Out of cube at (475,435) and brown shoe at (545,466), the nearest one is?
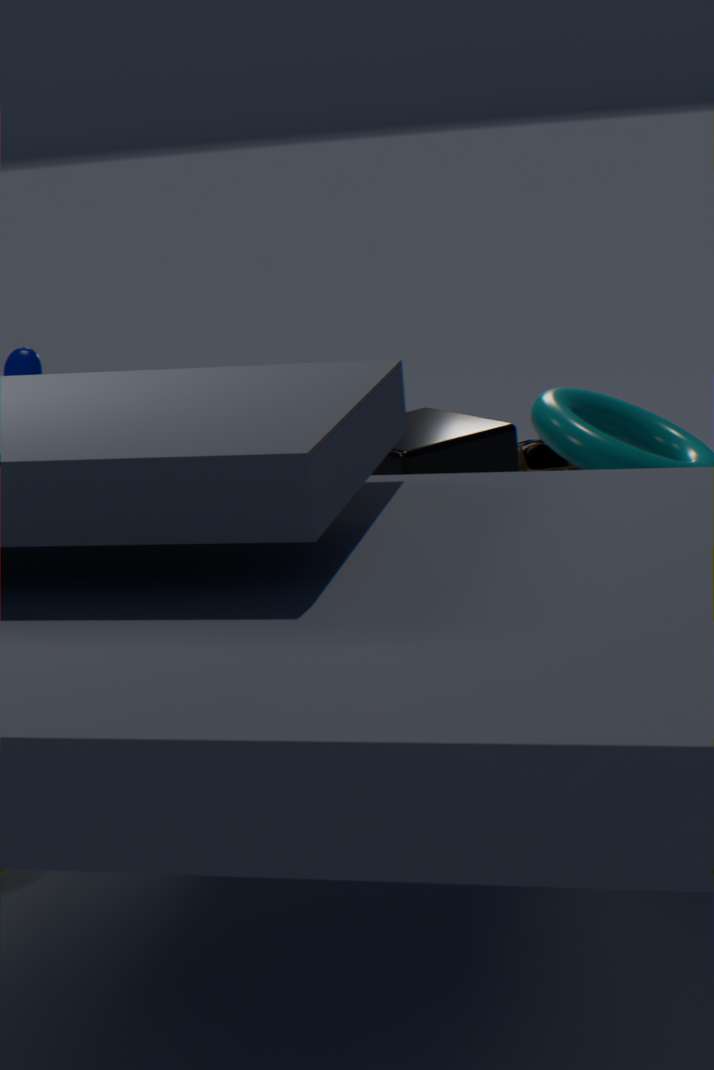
cube at (475,435)
